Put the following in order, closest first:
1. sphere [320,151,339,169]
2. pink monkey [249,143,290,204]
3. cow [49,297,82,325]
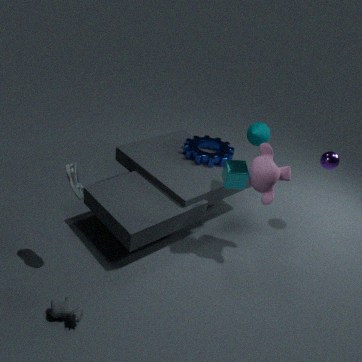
cow [49,297,82,325], pink monkey [249,143,290,204], sphere [320,151,339,169]
